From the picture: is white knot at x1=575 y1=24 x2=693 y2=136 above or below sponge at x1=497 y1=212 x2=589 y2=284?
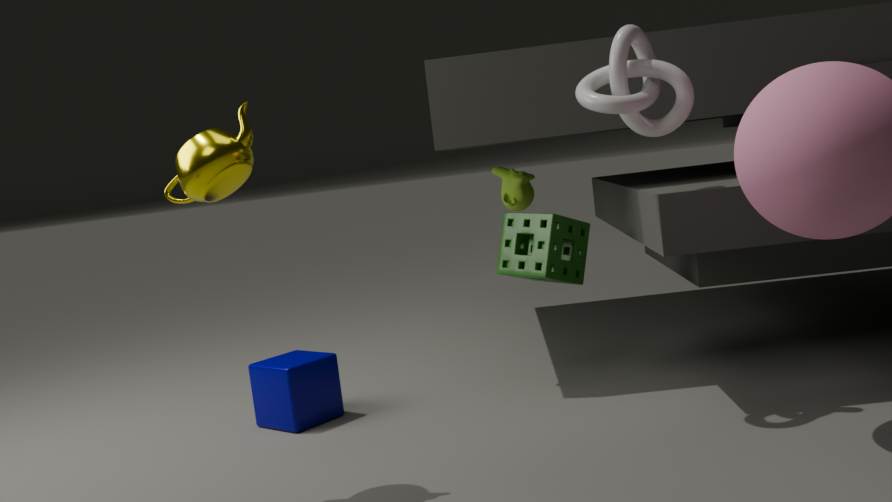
above
